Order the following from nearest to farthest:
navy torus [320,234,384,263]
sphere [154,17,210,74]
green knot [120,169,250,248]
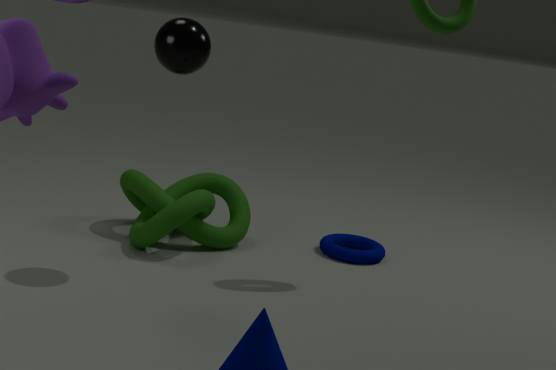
sphere [154,17,210,74], green knot [120,169,250,248], navy torus [320,234,384,263]
